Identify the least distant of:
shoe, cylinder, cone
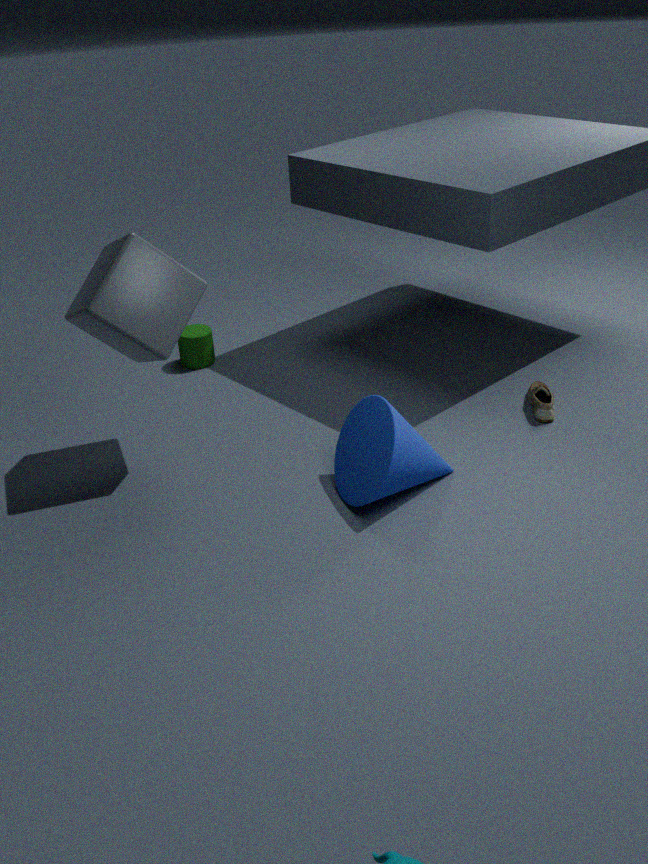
cone
